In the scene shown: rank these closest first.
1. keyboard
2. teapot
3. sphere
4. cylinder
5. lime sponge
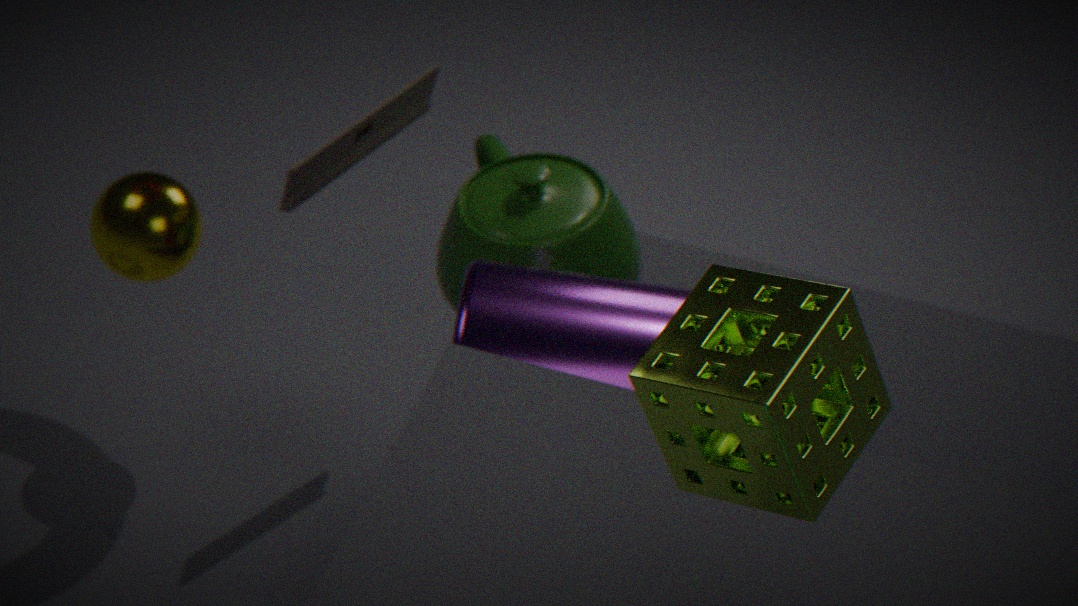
lime sponge < cylinder < keyboard < teapot < sphere
